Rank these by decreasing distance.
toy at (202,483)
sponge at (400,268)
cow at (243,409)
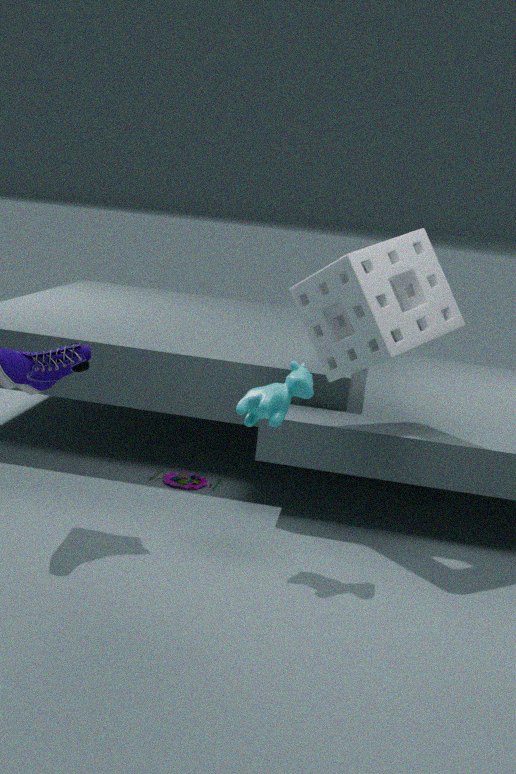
toy at (202,483) < sponge at (400,268) < cow at (243,409)
